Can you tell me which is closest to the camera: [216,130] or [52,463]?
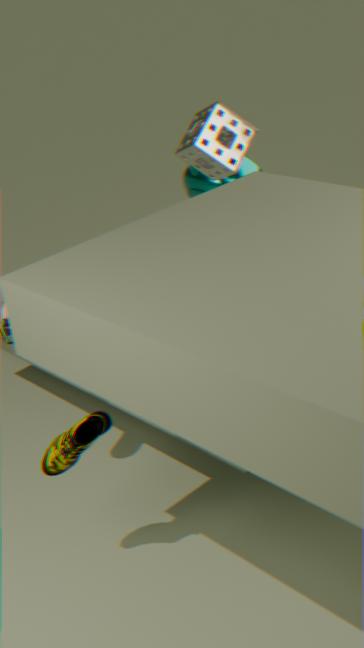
[52,463]
